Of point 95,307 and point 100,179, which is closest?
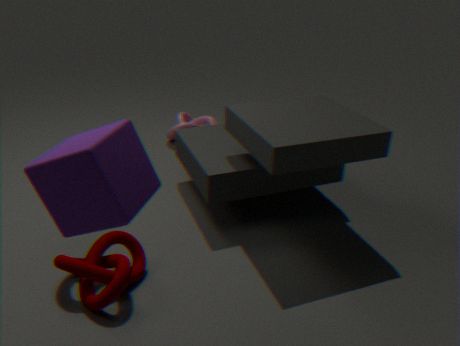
point 100,179
